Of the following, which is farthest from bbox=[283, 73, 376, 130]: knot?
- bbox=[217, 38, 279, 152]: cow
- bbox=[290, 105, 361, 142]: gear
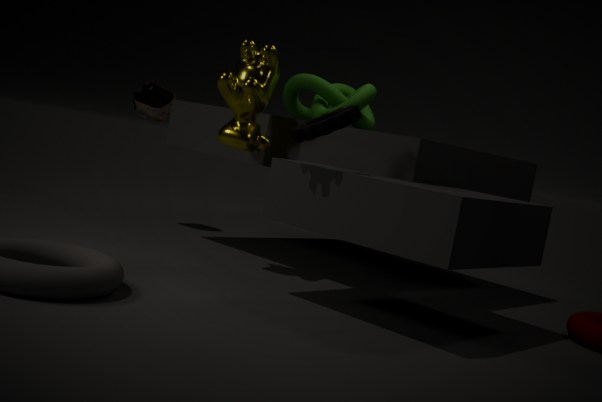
bbox=[290, 105, 361, 142]: gear
